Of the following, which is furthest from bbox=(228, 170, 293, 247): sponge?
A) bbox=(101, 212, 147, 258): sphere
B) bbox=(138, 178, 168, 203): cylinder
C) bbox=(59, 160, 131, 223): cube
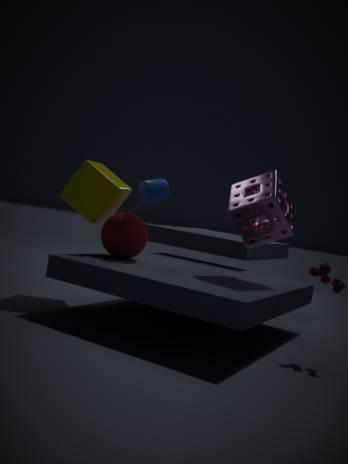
bbox=(59, 160, 131, 223): cube
